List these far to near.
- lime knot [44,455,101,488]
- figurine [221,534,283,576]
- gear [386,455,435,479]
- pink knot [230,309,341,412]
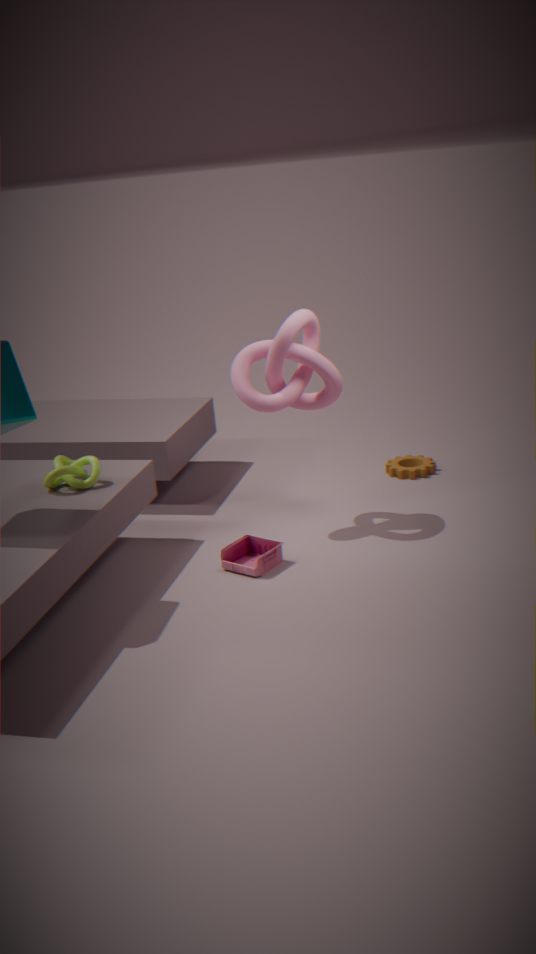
gear [386,455,435,479], pink knot [230,309,341,412], lime knot [44,455,101,488], figurine [221,534,283,576]
